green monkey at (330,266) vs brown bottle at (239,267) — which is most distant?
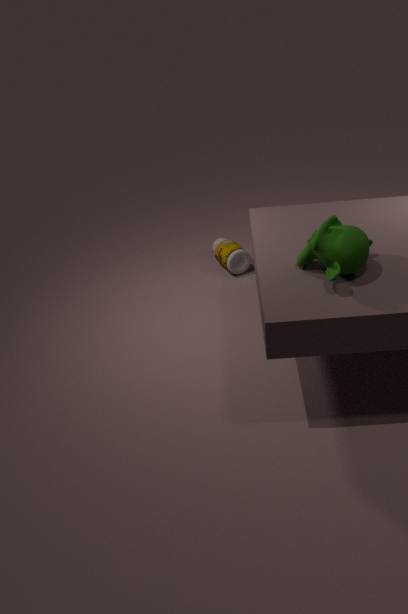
brown bottle at (239,267)
